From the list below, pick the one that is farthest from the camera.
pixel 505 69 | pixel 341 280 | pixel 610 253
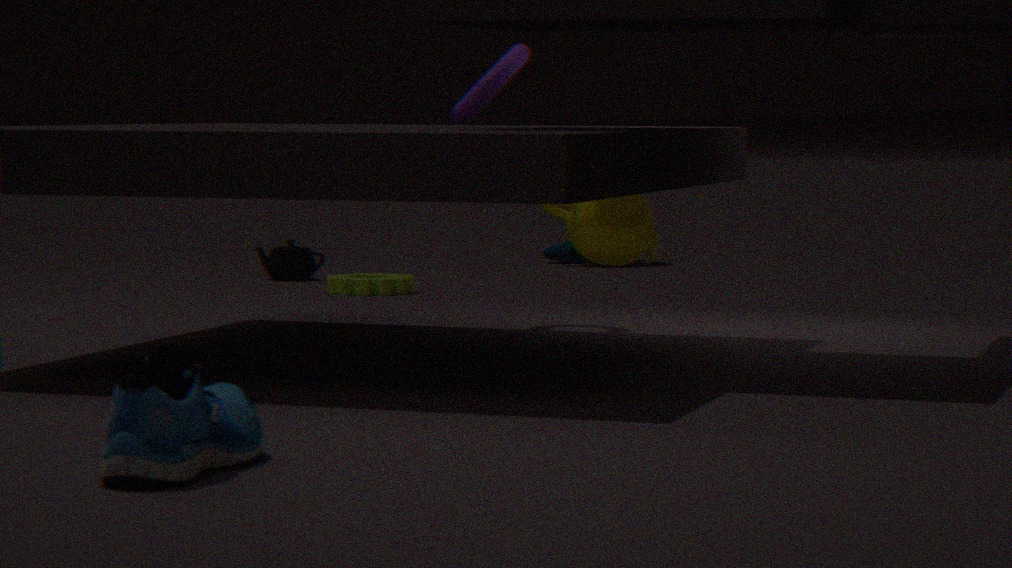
pixel 610 253
